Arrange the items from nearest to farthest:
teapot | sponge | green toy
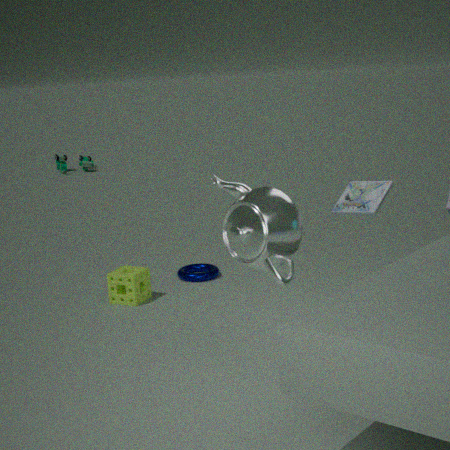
teapot
sponge
green toy
